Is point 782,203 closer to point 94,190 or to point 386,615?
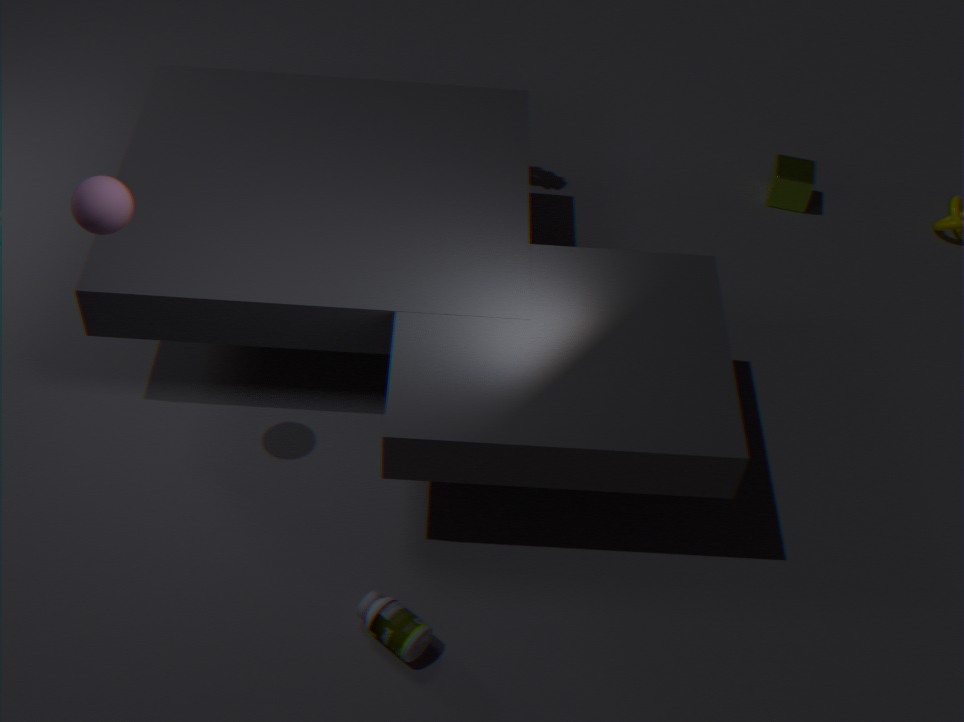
point 386,615
